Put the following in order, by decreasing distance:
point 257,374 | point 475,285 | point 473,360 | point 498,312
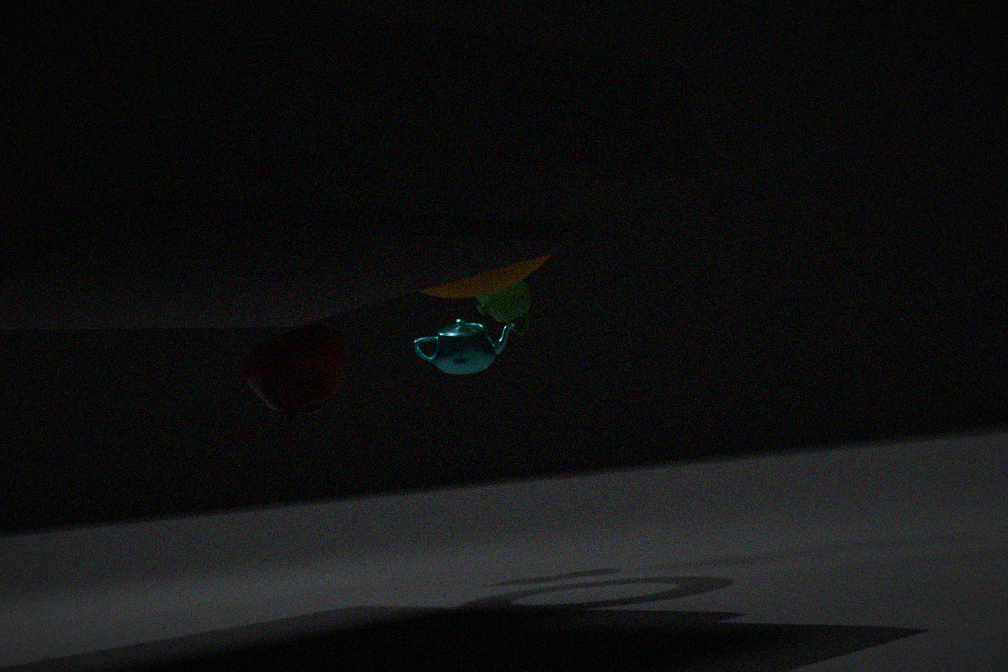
1. point 498,312
2. point 473,360
3. point 475,285
4. point 257,374
